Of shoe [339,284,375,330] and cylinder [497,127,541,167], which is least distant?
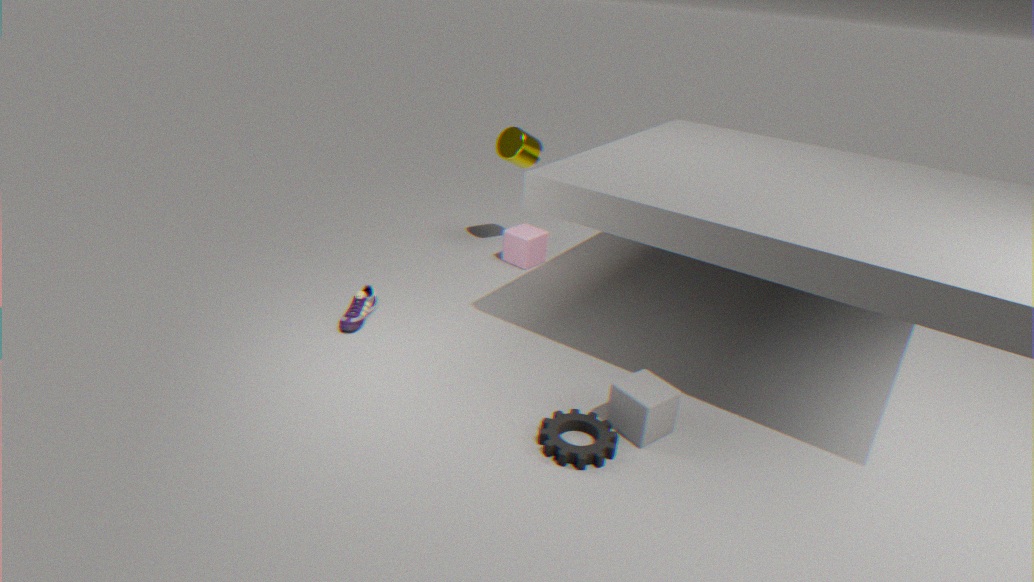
shoe [339,284,375,330]
